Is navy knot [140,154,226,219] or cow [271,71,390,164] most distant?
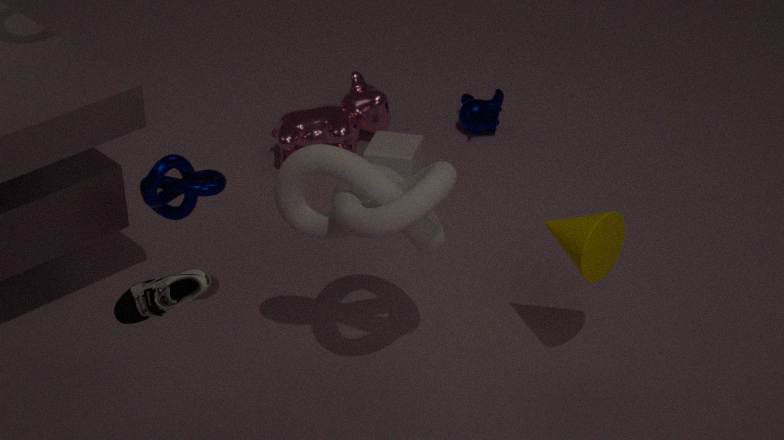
cow [271,71,390,164]
